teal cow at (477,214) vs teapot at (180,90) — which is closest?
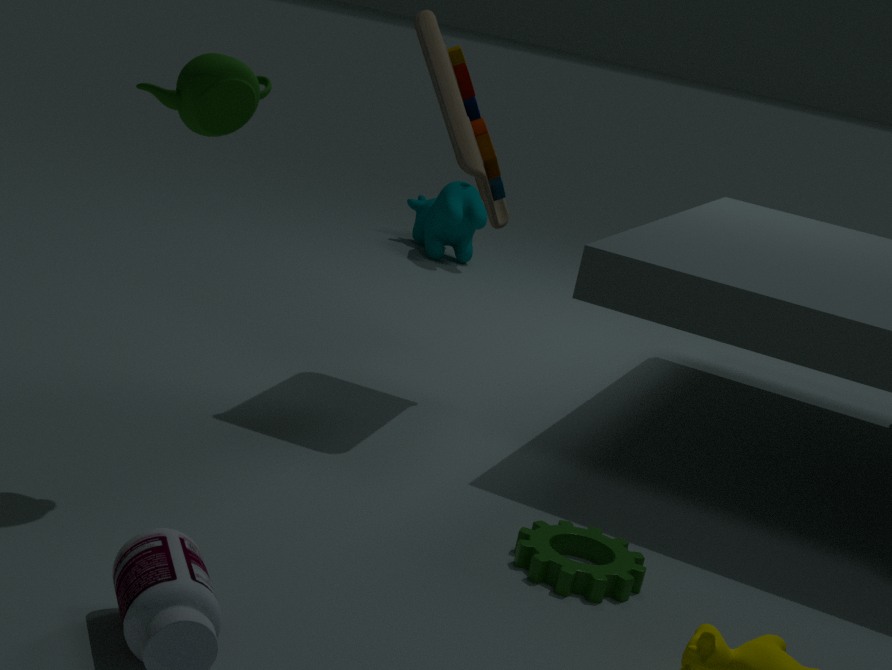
teapot at (180,90)
